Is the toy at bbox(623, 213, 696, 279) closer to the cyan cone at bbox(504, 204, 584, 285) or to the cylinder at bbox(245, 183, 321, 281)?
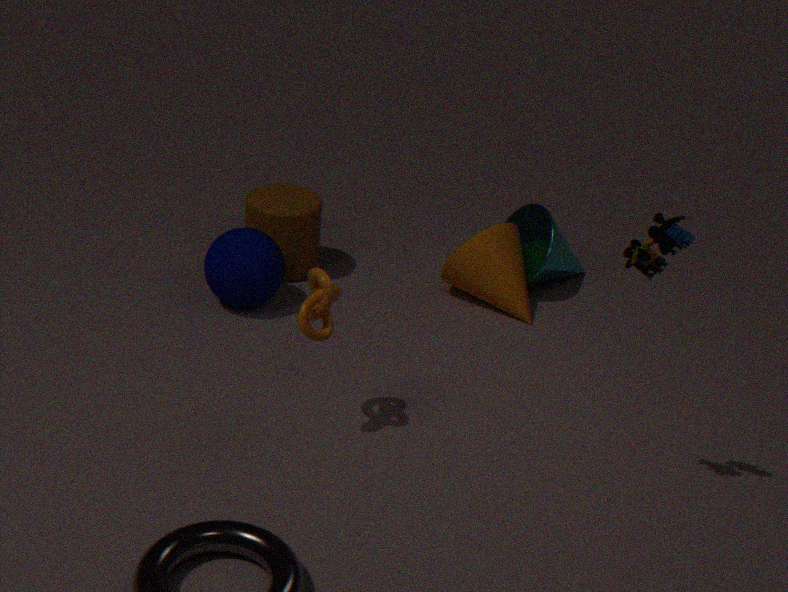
the cyan cone at bbox(504, 204, 584, 285)
